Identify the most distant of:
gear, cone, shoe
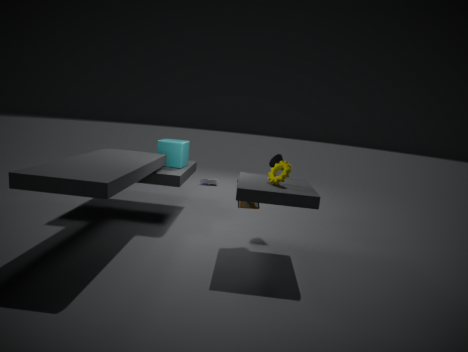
shoe
